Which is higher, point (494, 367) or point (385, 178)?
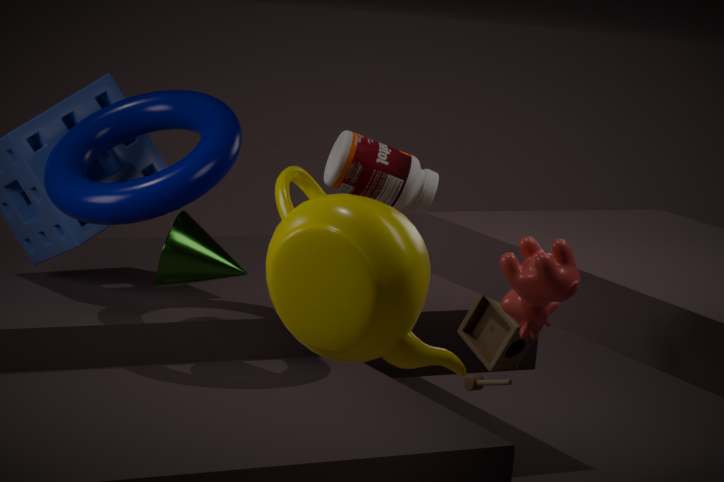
point (385, 178)
